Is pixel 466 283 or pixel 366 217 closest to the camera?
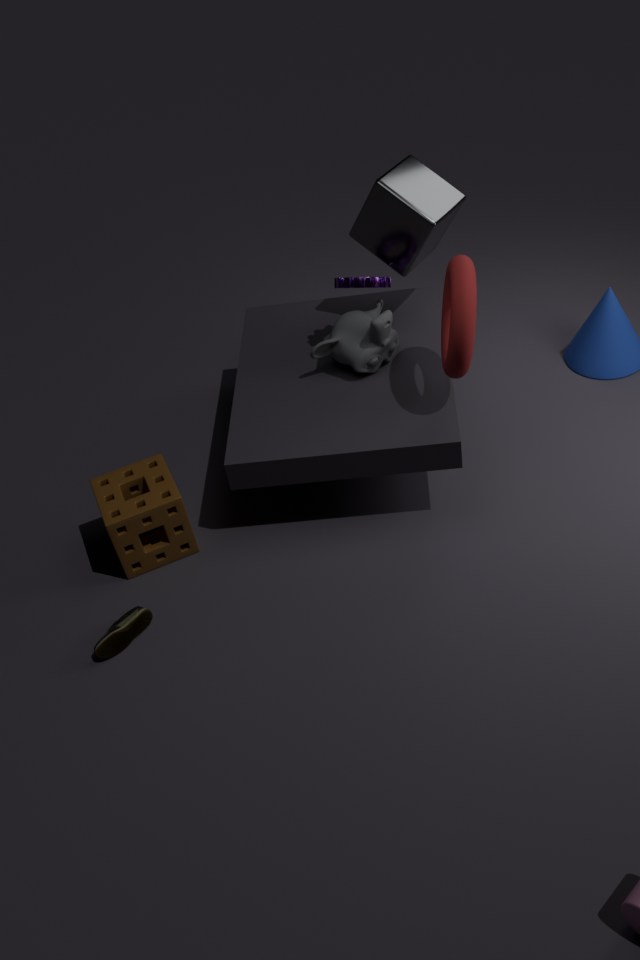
pixel 466 283
